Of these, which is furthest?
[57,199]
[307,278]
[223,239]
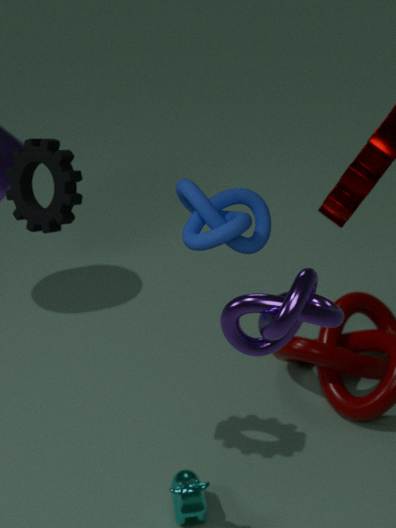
[57,199]
